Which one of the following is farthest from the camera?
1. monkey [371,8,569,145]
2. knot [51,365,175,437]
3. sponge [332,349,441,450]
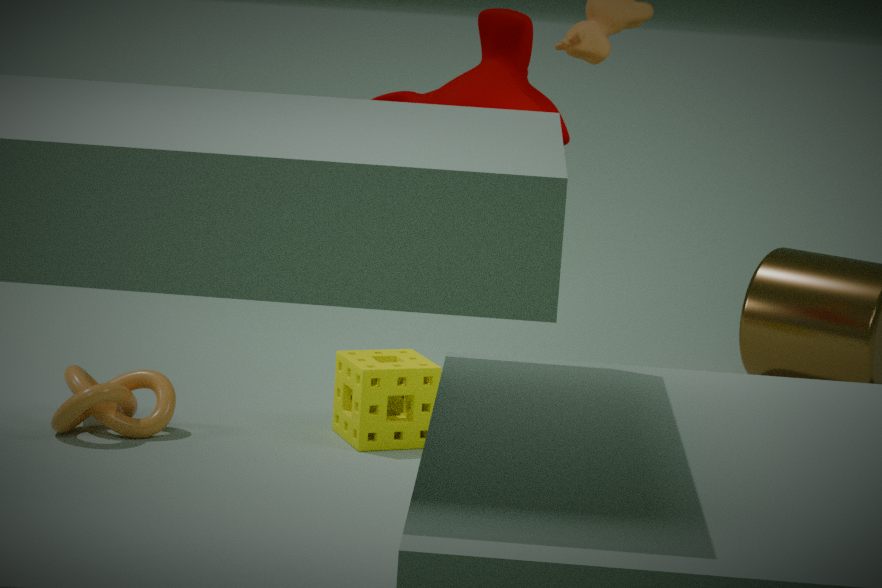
sponge [332,349,441,450]
